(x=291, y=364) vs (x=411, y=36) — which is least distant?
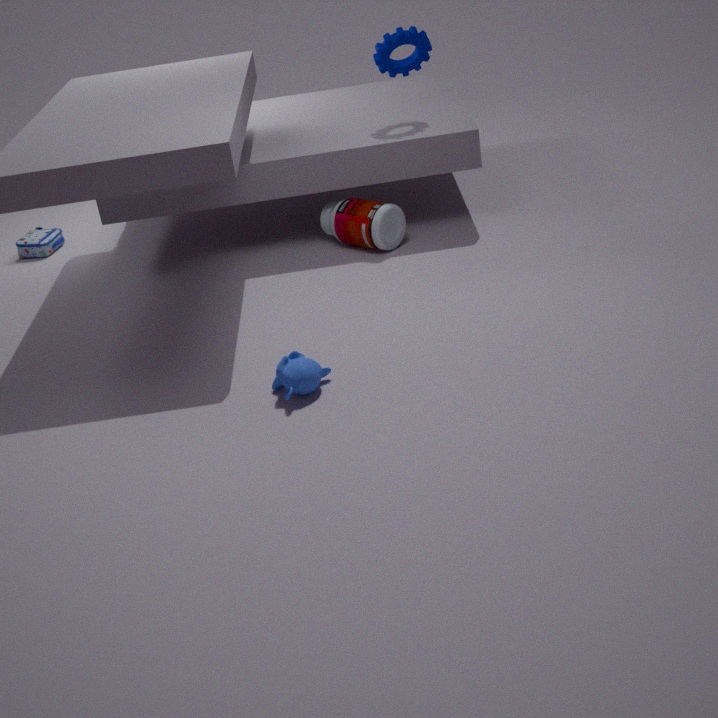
(x=291, y=364)
